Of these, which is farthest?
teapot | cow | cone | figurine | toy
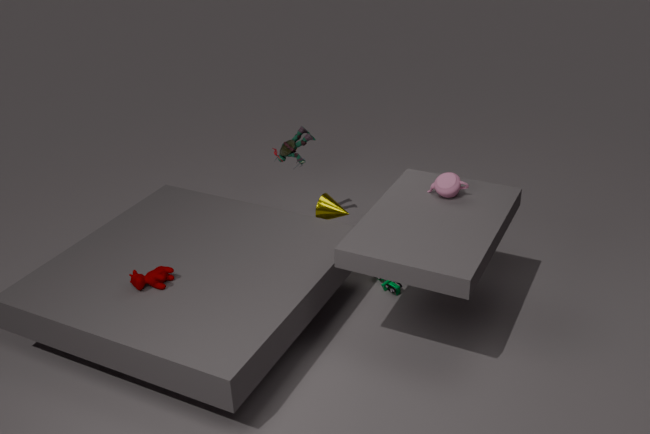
figurine
